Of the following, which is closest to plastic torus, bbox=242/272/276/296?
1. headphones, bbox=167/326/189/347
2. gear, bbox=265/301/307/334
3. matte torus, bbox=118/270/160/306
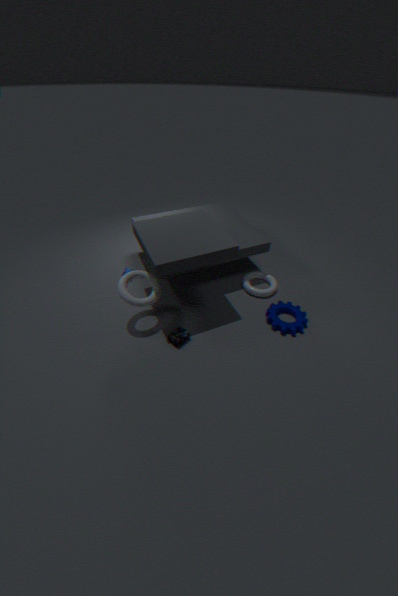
gear, bbox=265/301/307/334
